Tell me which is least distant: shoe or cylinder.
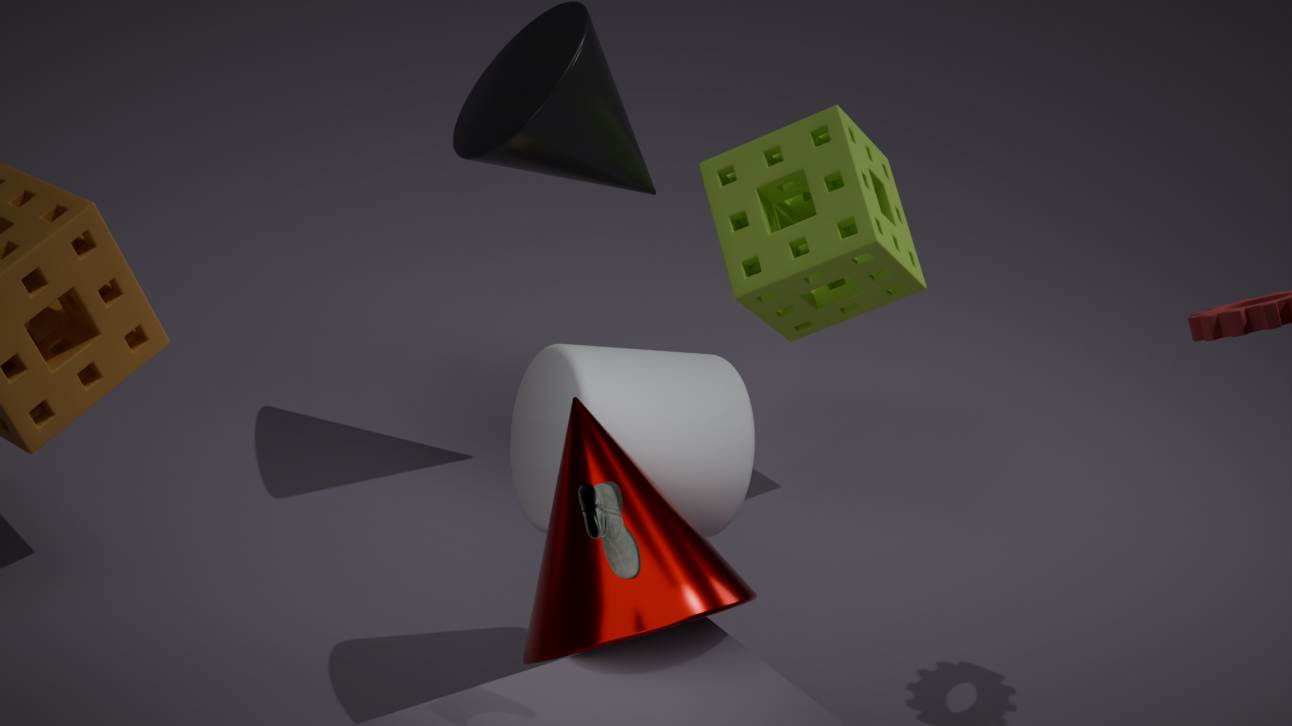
shoe
